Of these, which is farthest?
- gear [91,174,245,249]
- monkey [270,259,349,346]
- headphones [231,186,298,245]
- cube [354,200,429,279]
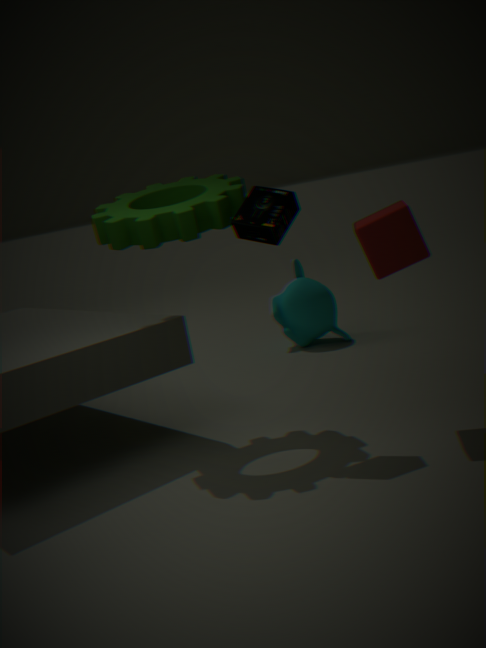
monkey [270,259,349,346]
